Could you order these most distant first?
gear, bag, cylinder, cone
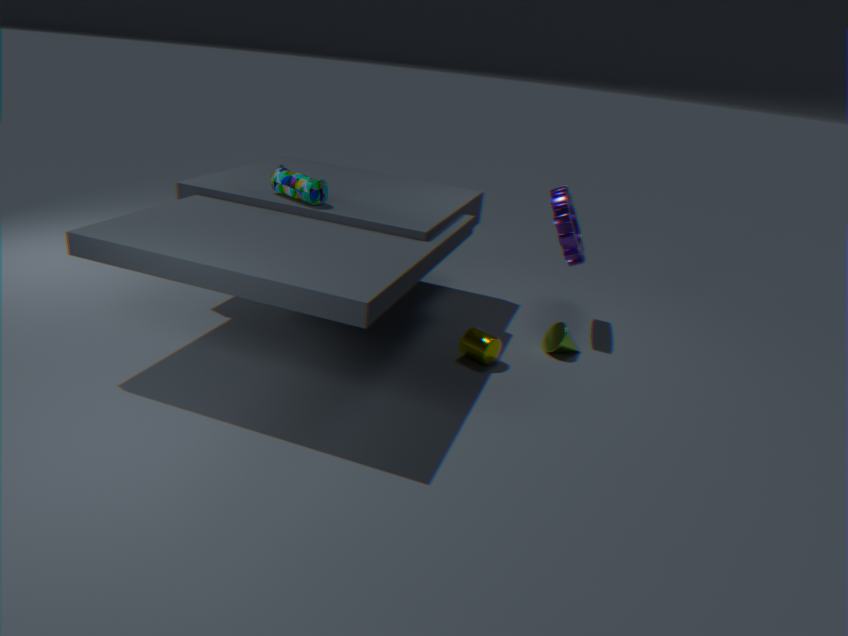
1. gear
2. cone
3. bag
4. cylinder
